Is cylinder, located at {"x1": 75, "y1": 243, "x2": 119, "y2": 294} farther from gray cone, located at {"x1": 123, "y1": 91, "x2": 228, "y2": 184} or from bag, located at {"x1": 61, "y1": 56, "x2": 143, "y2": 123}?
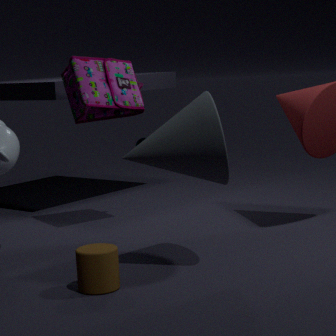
bag, located at {"x1": 61, "y1": 56, "x2": 143, "y2": 123}
